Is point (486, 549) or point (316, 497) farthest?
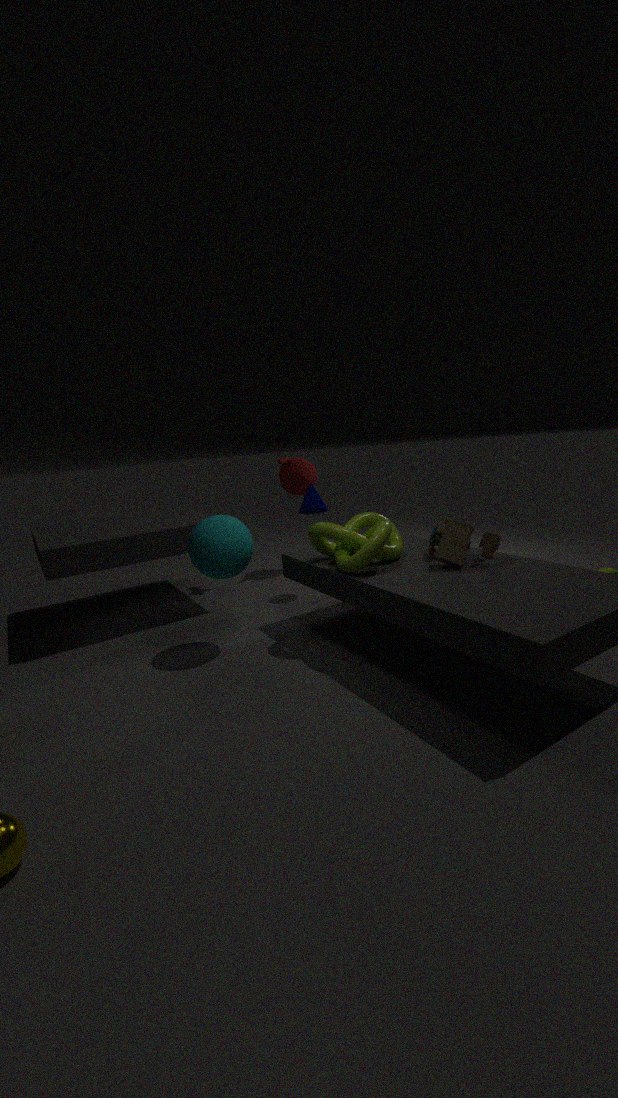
point (316, 497)
